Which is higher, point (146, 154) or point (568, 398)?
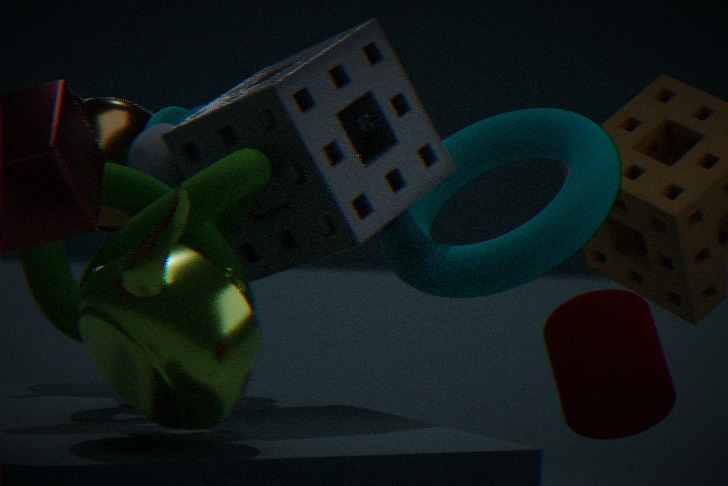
point (146, 154)
